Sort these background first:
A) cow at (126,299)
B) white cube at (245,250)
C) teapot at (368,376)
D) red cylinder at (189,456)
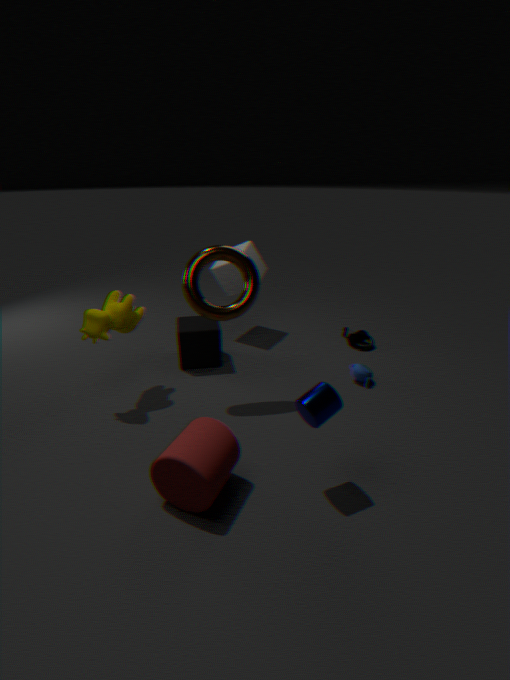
1. white cube at (245,250)
2. teapot at (368,376)
3. cow at (126,299)
4. red cylinder at (189,456)
